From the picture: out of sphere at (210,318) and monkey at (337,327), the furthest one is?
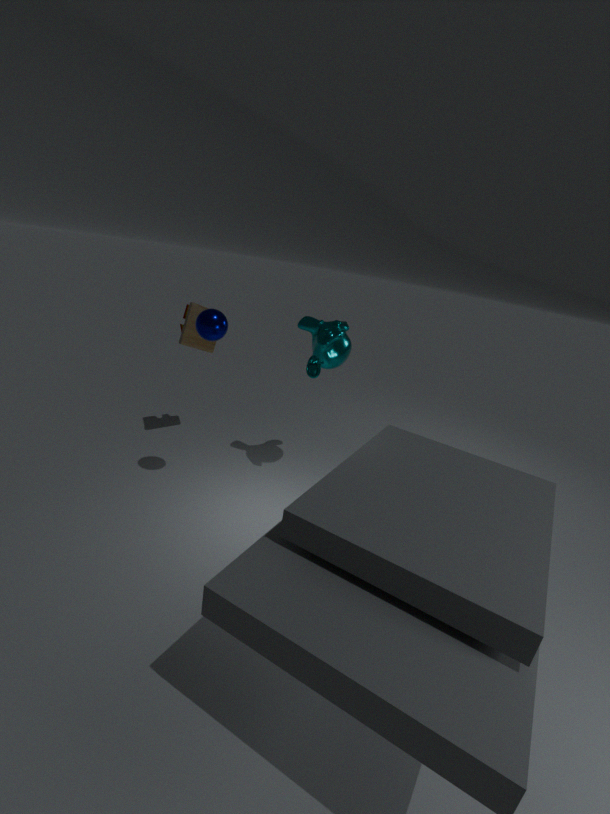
monkey at (337,327)
